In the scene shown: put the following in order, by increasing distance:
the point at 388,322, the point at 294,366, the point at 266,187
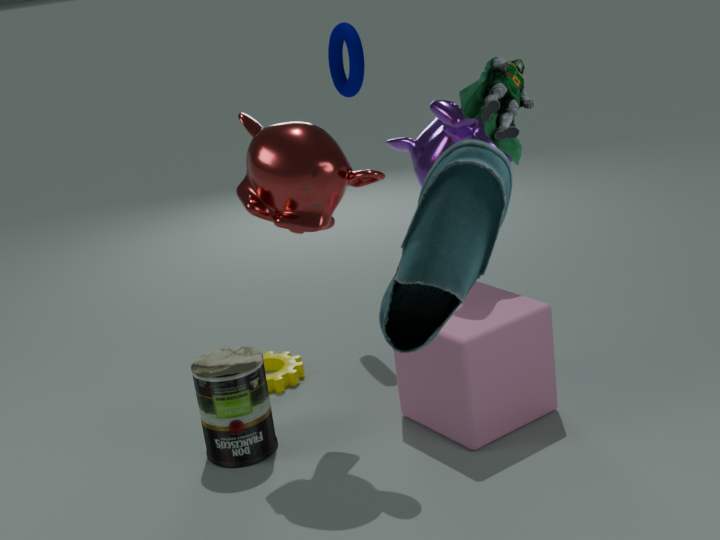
the point at 388,322, the point at 266,187, the point at 294,366
